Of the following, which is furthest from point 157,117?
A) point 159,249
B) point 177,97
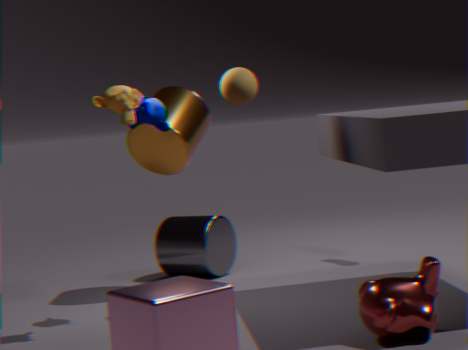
point 159,249
